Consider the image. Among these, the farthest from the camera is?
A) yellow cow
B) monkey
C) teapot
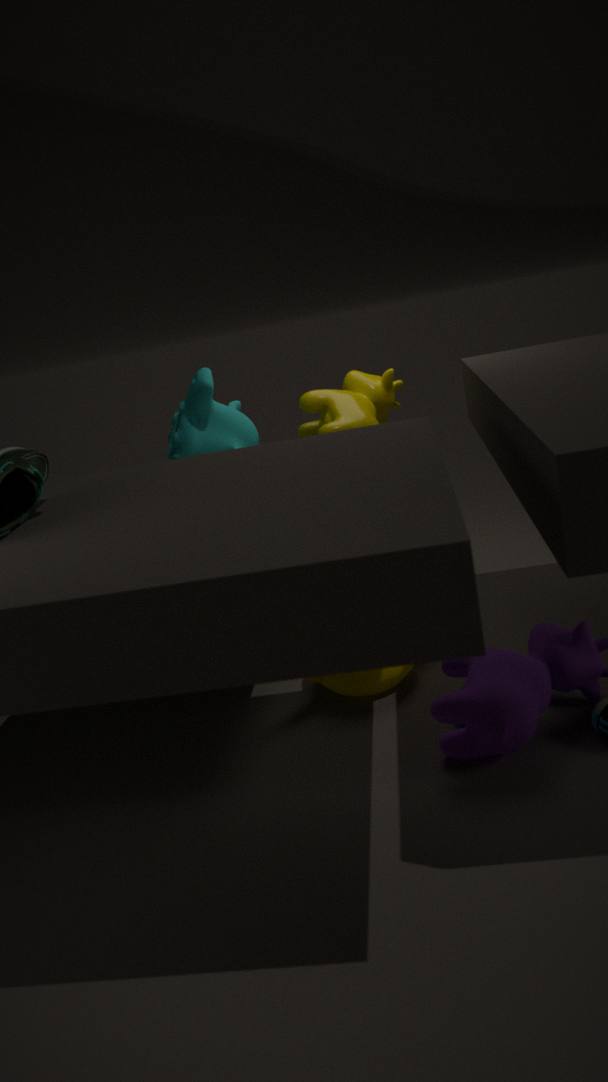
yellow cow
